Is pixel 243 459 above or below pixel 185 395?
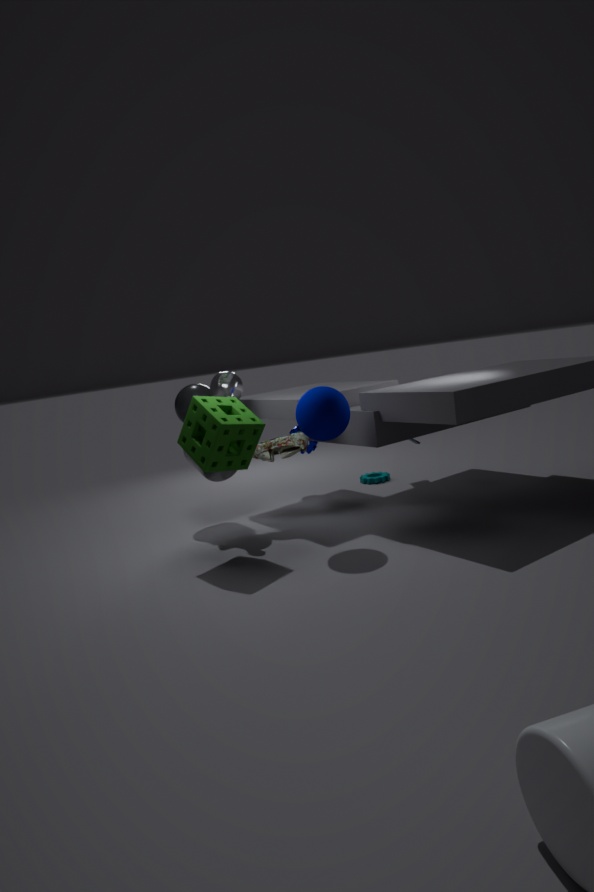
below
